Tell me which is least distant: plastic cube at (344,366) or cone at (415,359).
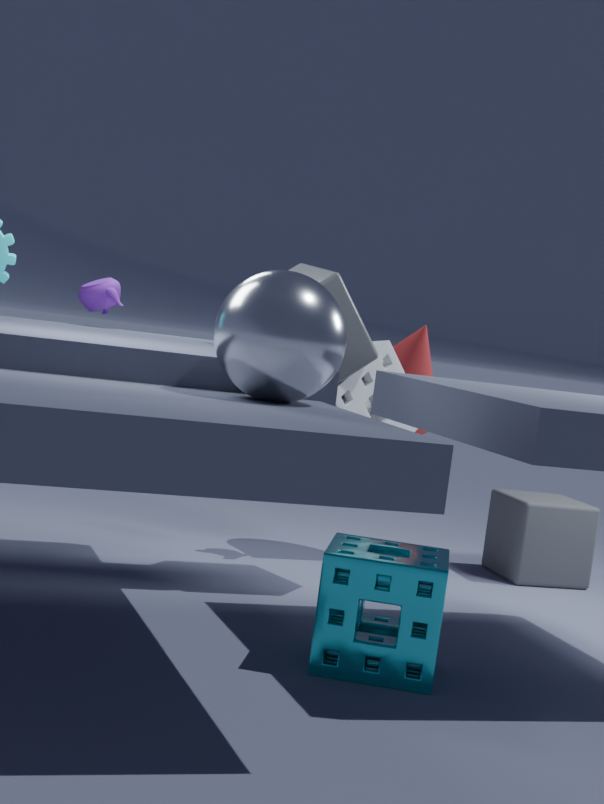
plastic cube at (344,366)
